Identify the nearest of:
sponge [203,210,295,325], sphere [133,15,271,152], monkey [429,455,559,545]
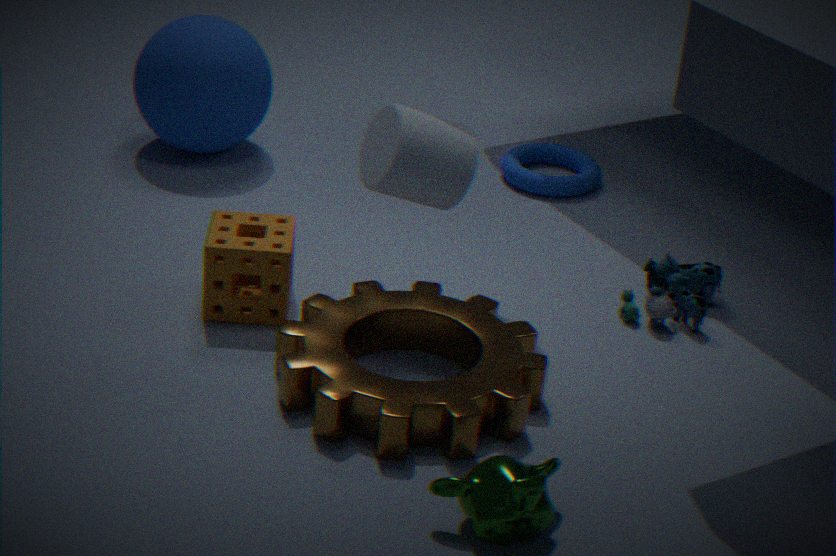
monkey [429,455,559,545]
